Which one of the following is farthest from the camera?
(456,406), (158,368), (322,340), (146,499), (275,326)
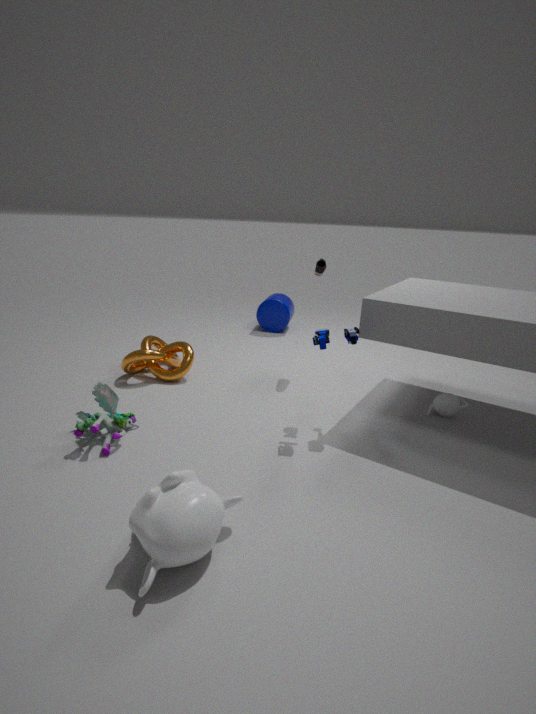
(275,326)
